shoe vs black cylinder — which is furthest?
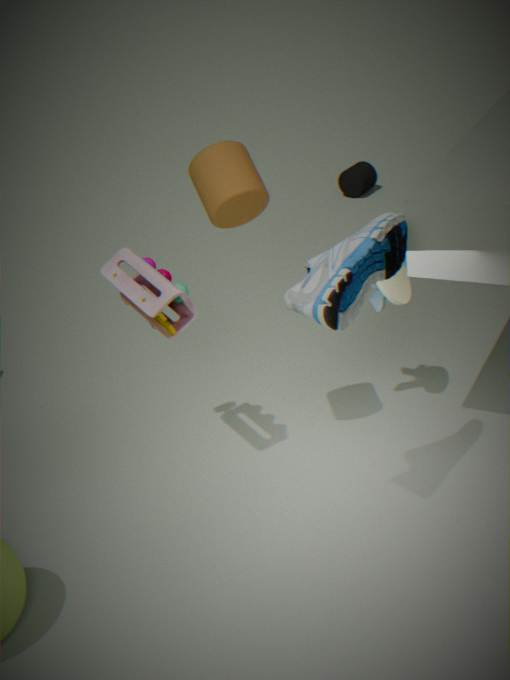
black cylinder
